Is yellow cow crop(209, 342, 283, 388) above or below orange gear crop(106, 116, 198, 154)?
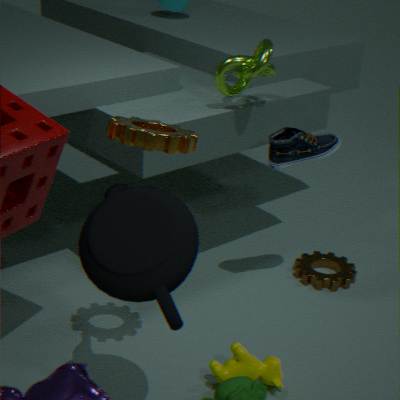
below
